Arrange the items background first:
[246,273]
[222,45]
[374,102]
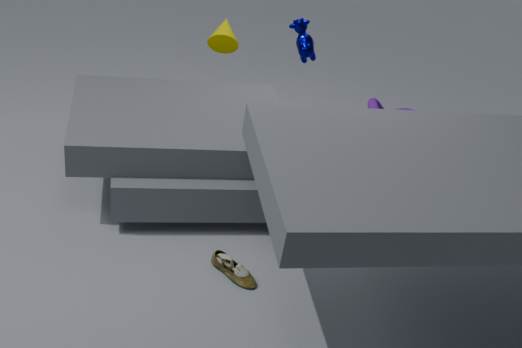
[374,102], [222,45], [246,273]
